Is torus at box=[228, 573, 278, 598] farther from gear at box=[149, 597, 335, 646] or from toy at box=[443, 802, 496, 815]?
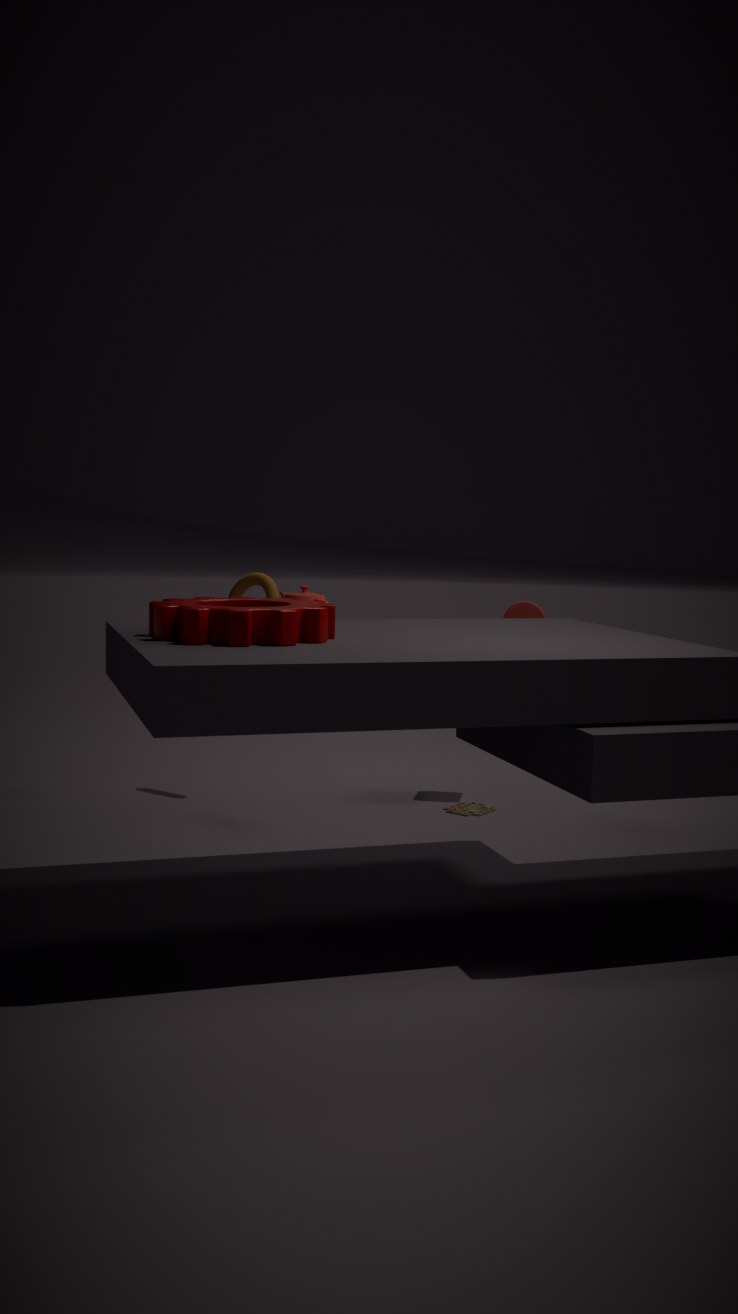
gear at box=[149, 597, 335, 646]
